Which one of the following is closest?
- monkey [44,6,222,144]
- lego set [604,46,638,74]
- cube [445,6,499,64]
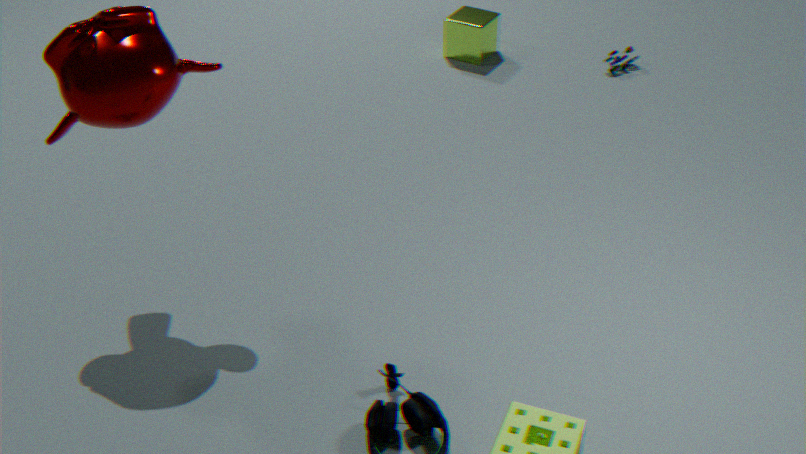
monkey [44,6,222,144]
